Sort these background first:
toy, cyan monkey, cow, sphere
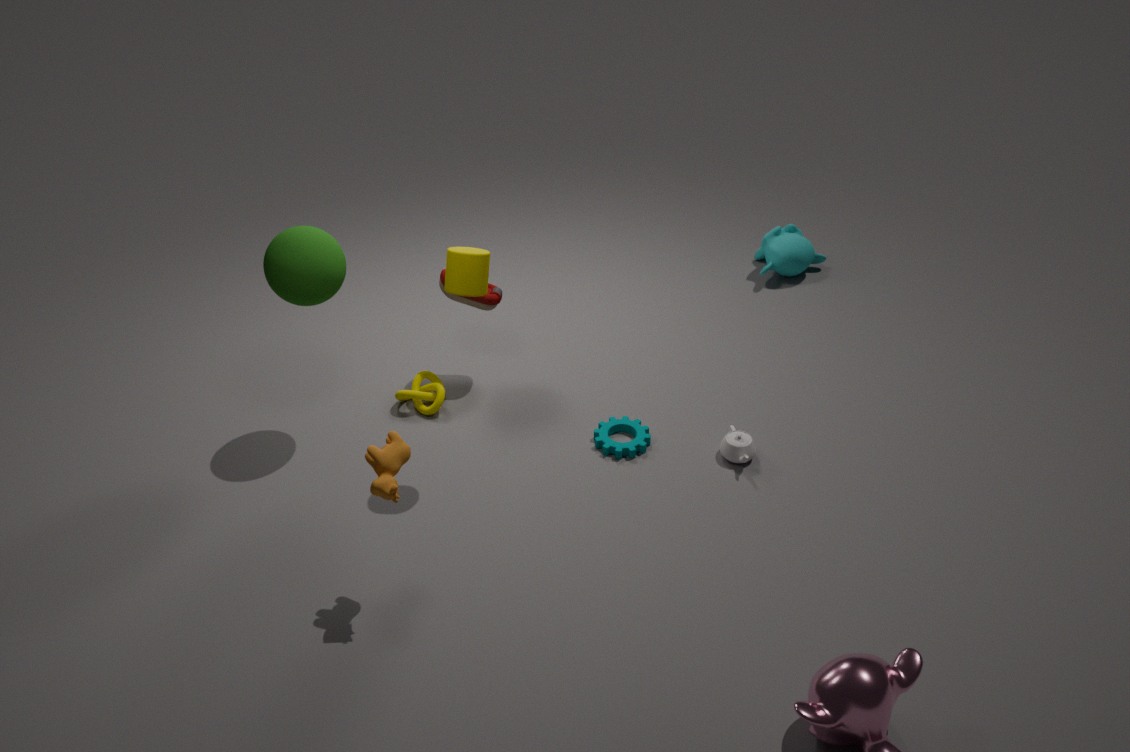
cyan monkey → toy → sphere → cow
